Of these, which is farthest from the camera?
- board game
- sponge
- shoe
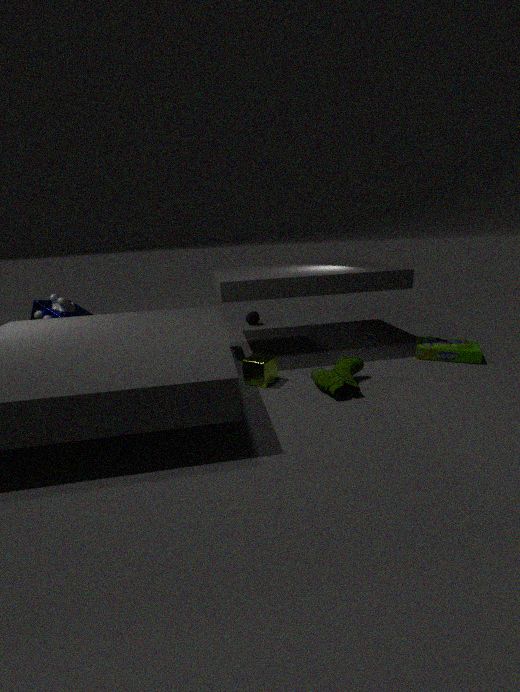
sponge
